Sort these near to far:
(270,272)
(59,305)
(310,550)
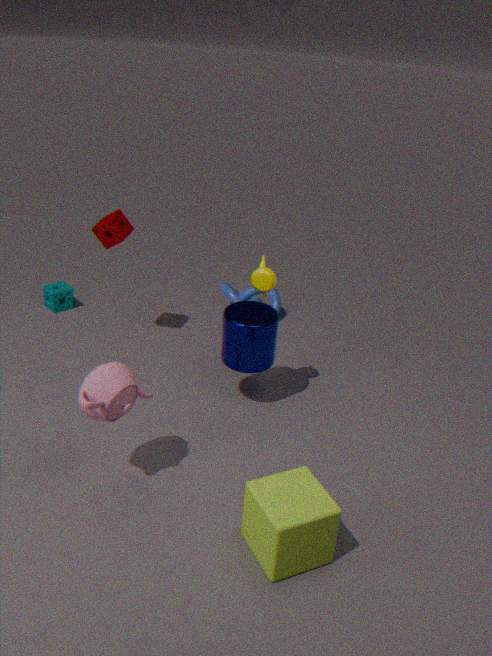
(310,550)
(270,272)
(59,305)
